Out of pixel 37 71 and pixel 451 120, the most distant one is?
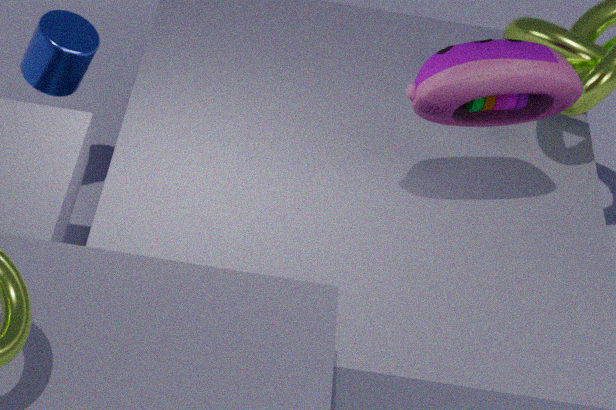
pixel 37 71
